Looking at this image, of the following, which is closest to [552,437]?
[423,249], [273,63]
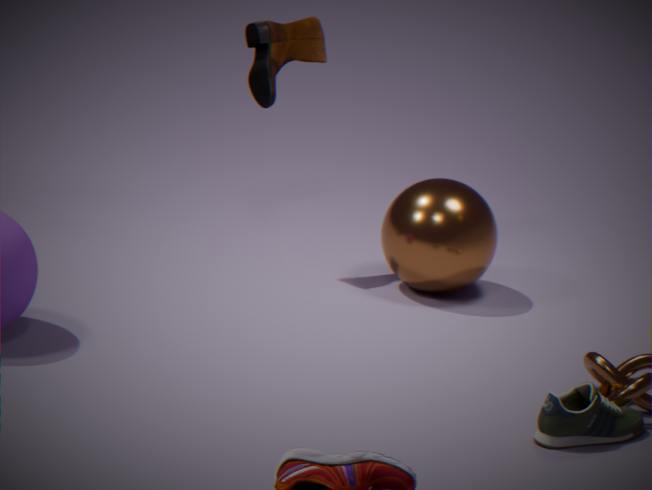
[423,249]
